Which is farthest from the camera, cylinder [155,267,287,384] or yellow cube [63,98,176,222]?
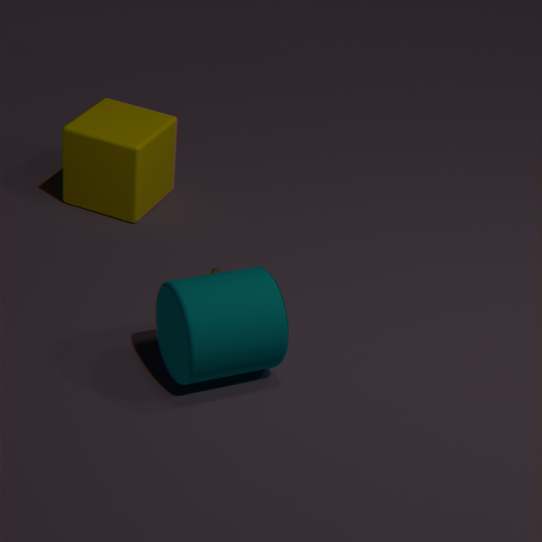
yellow cube [63,98,176,222]
